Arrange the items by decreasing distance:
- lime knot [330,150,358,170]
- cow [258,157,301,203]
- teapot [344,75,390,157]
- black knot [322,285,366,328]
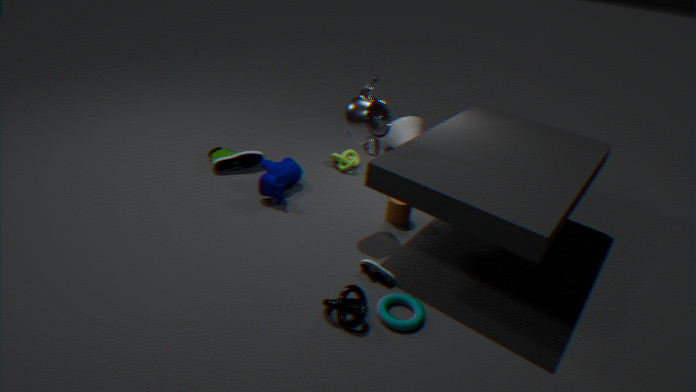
1. lime knot [330,150,358,170]
2. cow [258,157,301,203]
3. teapot [344,75,390,157]
4. black knot [322,285,366,328]
